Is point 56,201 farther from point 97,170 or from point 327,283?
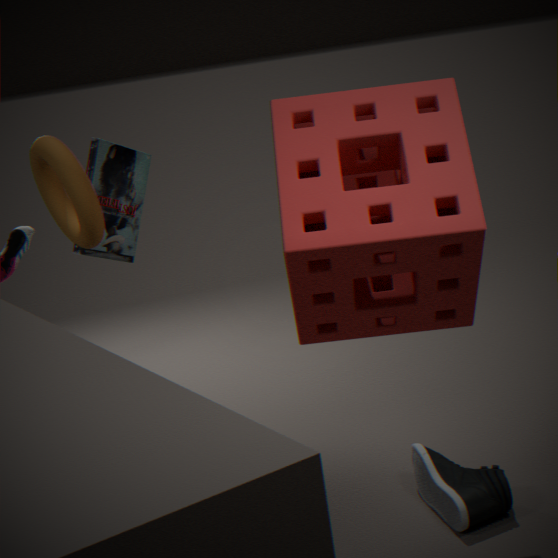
point 97,170
